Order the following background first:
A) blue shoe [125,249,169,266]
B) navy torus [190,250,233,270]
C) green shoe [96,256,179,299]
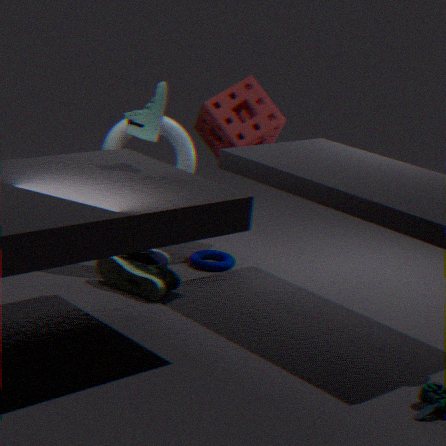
navy torus [190,250,233,270], blue shoe [125,249,169,266], green shoe [96,256,179,299]
